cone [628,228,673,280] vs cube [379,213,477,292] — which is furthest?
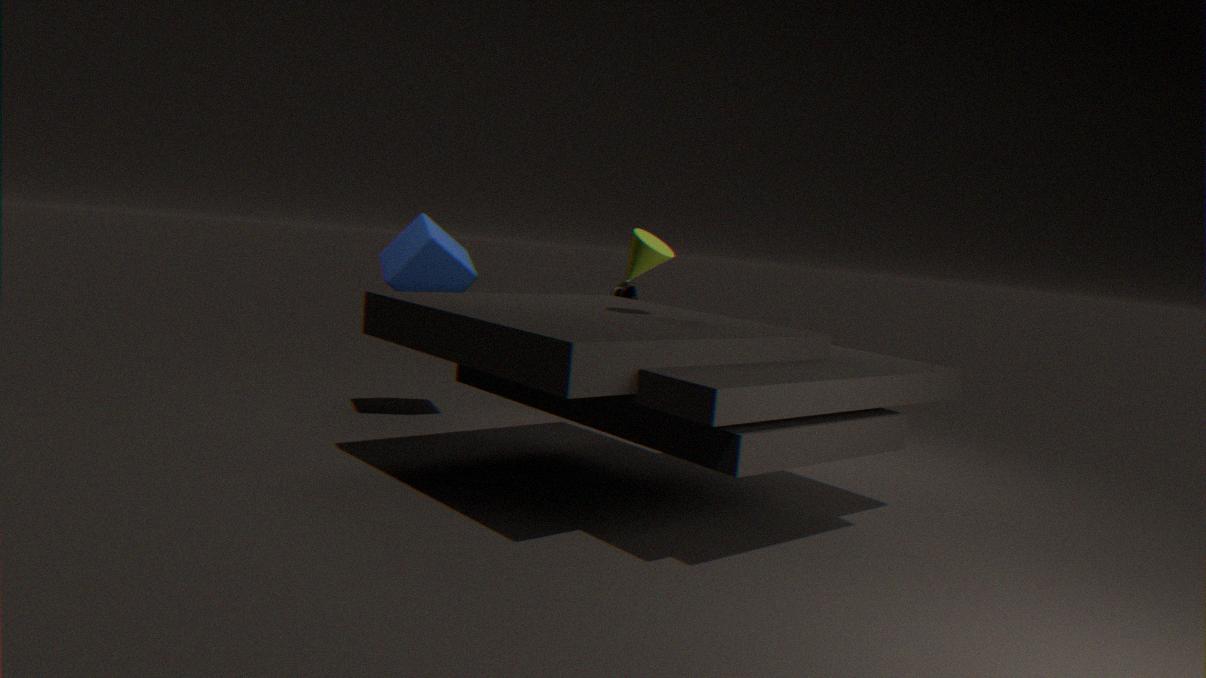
cube [379,213,477,292]
